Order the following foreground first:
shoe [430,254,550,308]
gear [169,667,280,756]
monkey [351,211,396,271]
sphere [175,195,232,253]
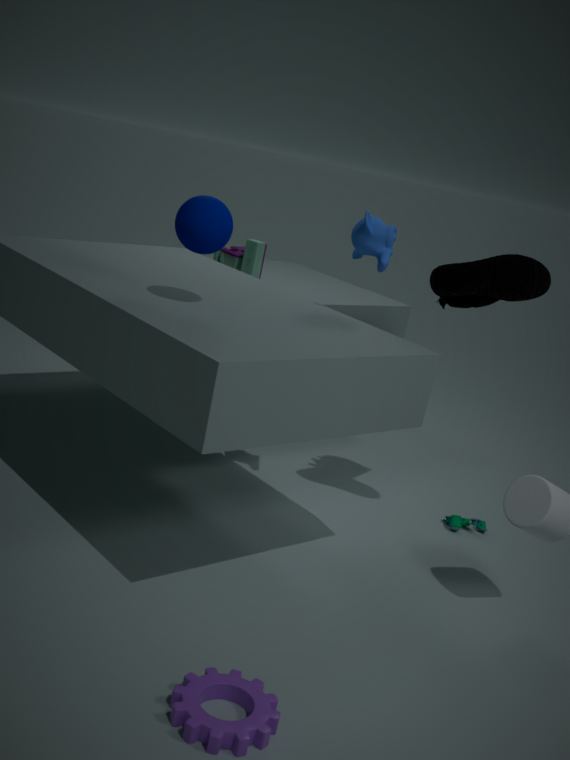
gear [169,667,280,756] → sphere [175,195,232,253] → shoe [430,254,550,308] → monkey [351,211,396,271]
